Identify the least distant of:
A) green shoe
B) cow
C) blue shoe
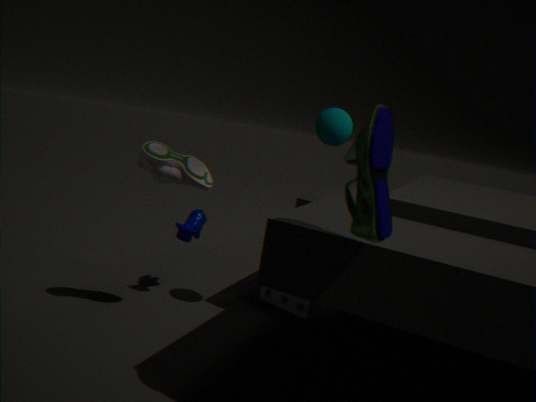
blue shoe
